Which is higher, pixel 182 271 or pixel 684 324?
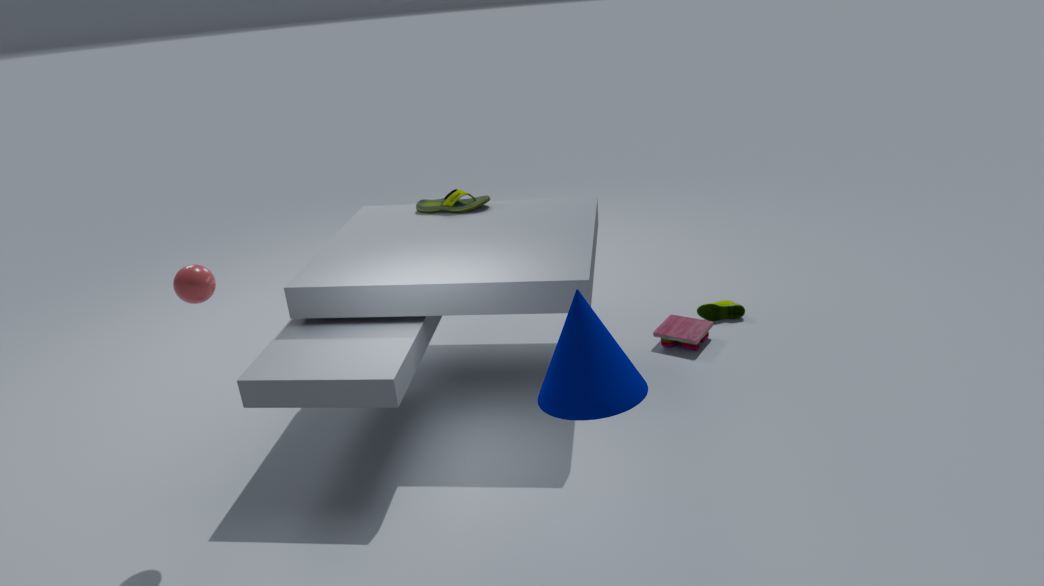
pixel 182 271
